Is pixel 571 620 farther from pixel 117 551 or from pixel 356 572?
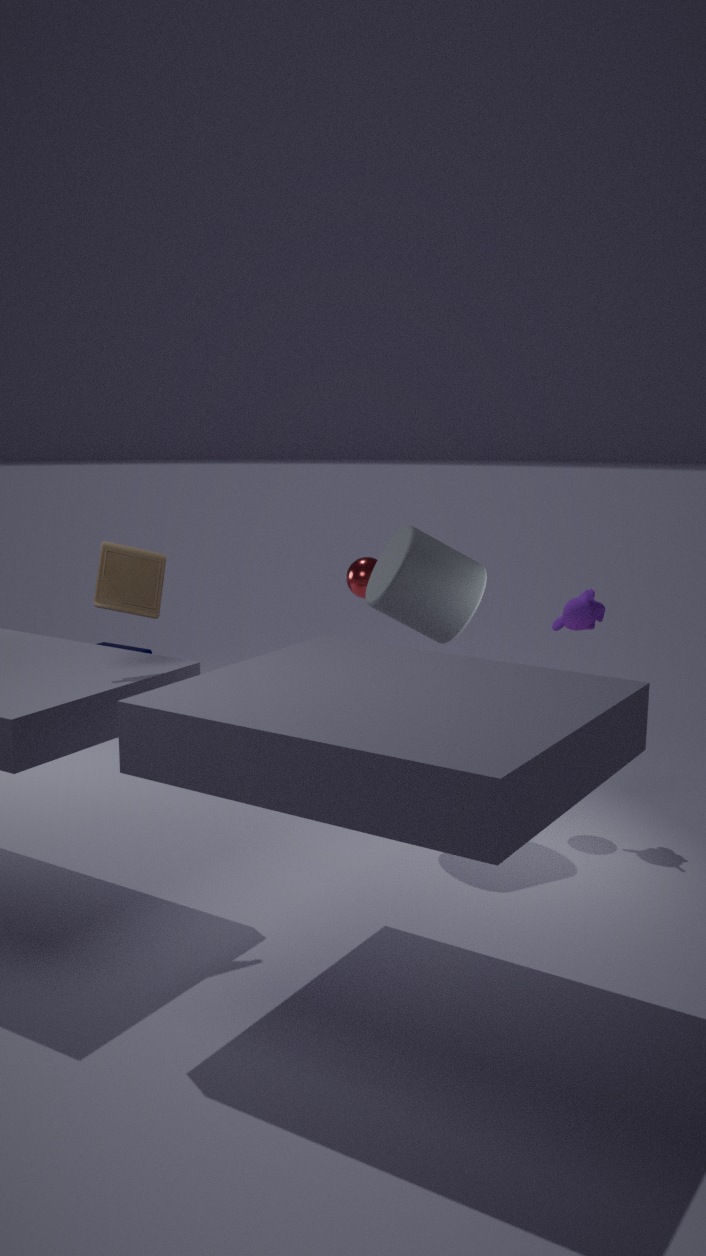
pixel 117 551
